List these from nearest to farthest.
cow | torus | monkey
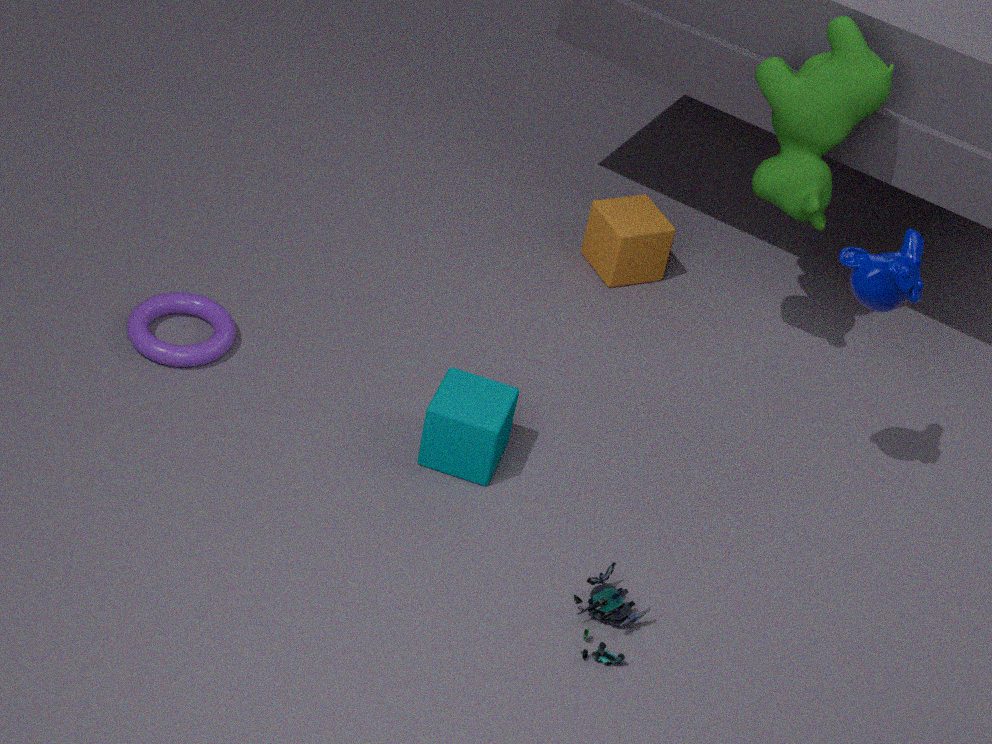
monkey
cow
torus
